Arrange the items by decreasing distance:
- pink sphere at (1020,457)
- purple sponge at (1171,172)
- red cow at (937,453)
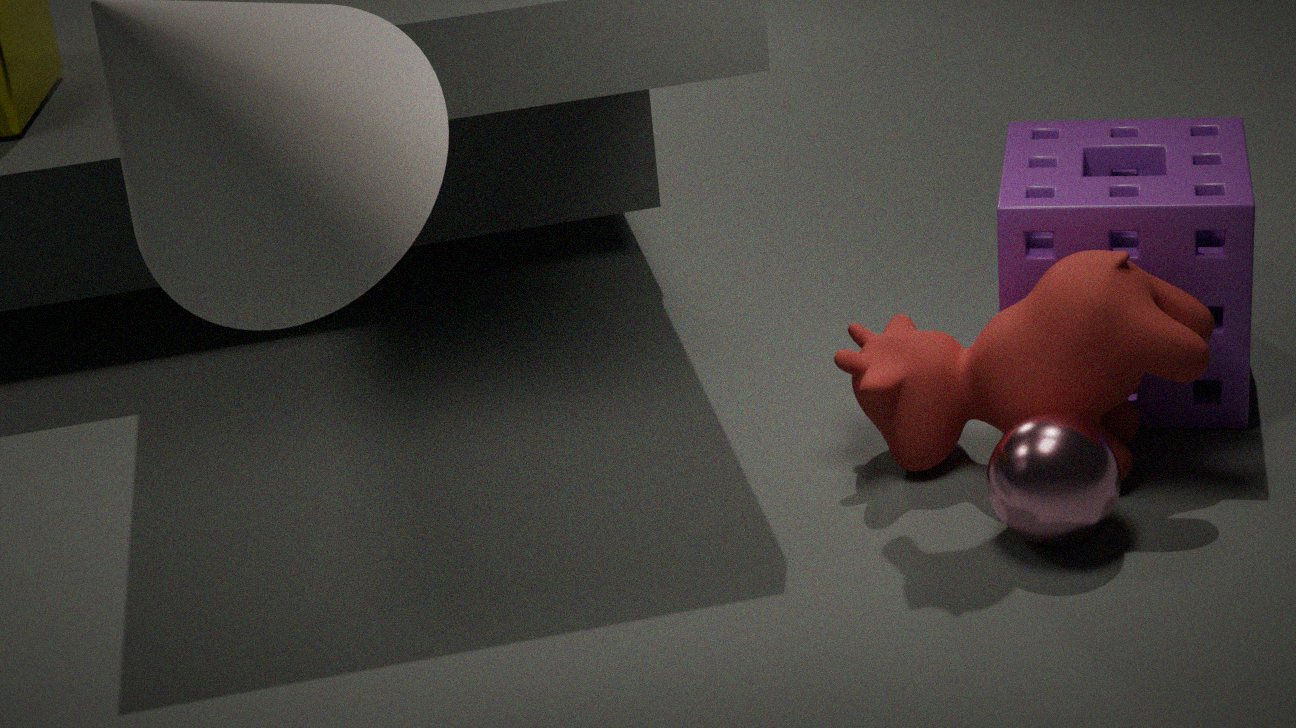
purple sponge at (1171,172), red cow at (937,453), pink sphere at (1020,457)
